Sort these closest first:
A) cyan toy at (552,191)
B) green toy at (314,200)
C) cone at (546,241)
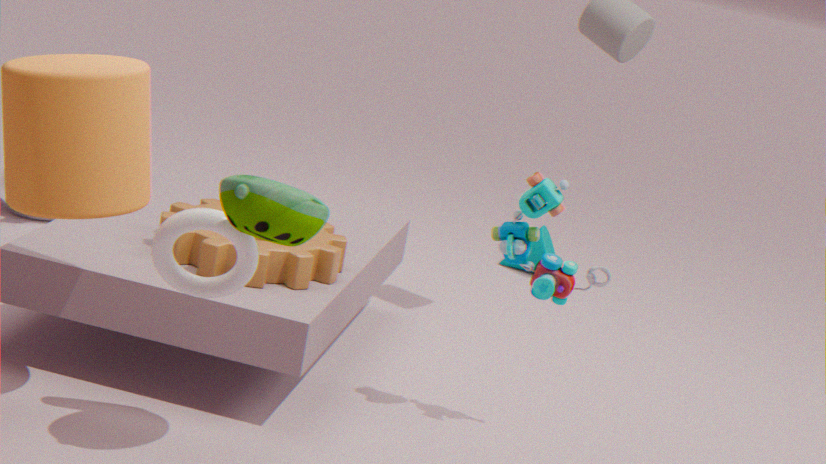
green toy at (314,200) → cyan toy at (552,191) → cone at (546,241)
